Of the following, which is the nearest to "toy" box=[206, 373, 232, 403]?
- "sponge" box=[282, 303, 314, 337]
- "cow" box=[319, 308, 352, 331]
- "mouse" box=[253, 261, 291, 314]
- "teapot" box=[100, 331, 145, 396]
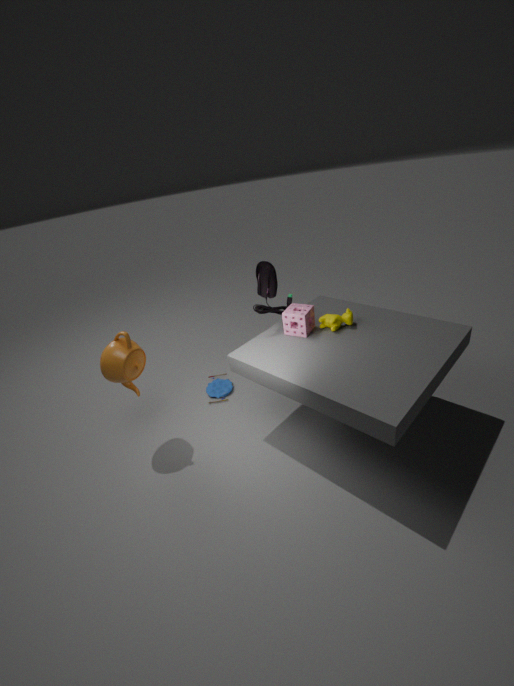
"teapot" box=[100, 331, 145, 396]
